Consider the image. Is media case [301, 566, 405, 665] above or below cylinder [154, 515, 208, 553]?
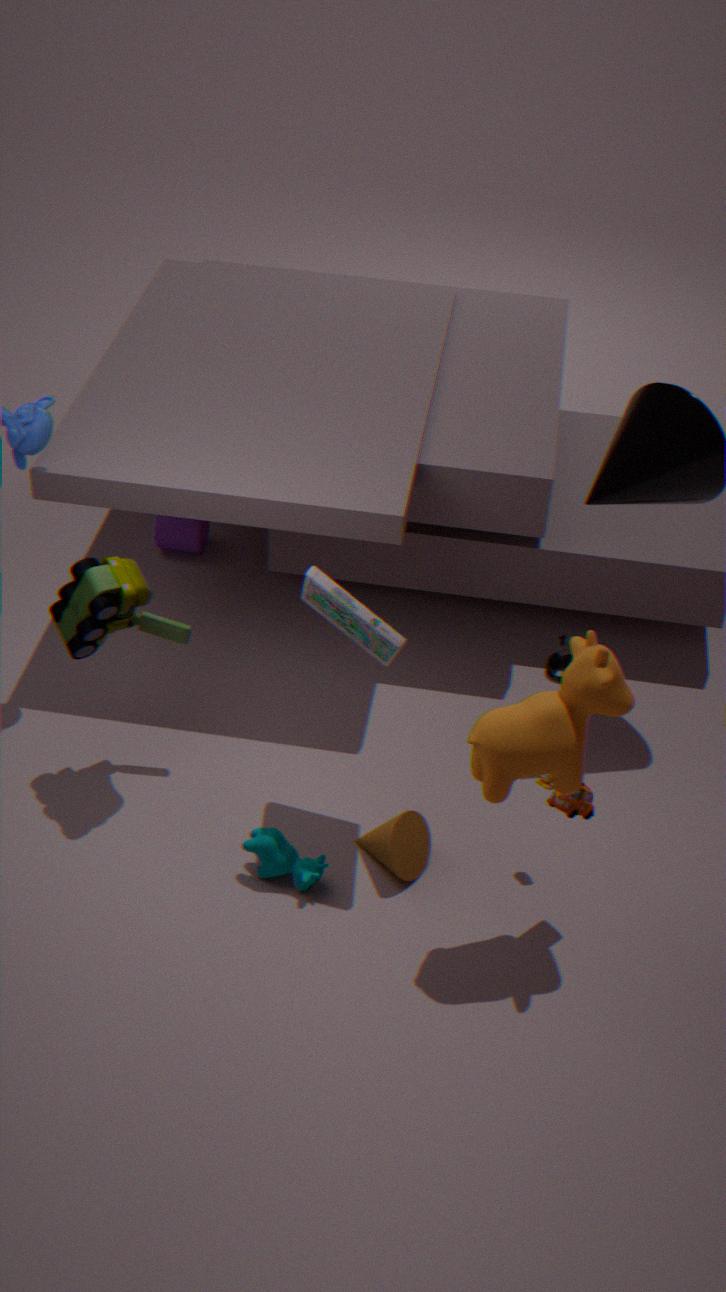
above
